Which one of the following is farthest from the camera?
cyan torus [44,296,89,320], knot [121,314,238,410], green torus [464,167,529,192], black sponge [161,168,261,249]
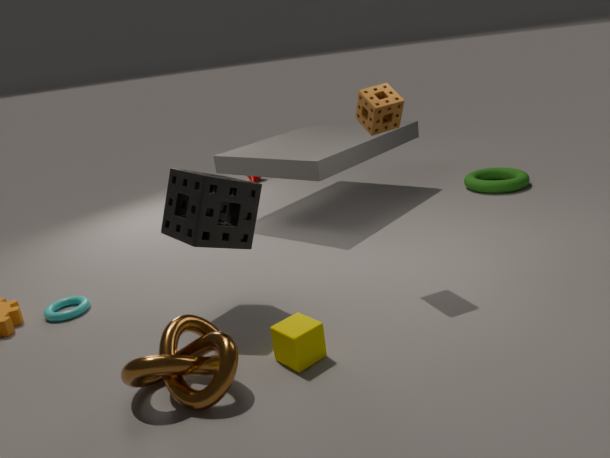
green torus [464,167,529,192]
